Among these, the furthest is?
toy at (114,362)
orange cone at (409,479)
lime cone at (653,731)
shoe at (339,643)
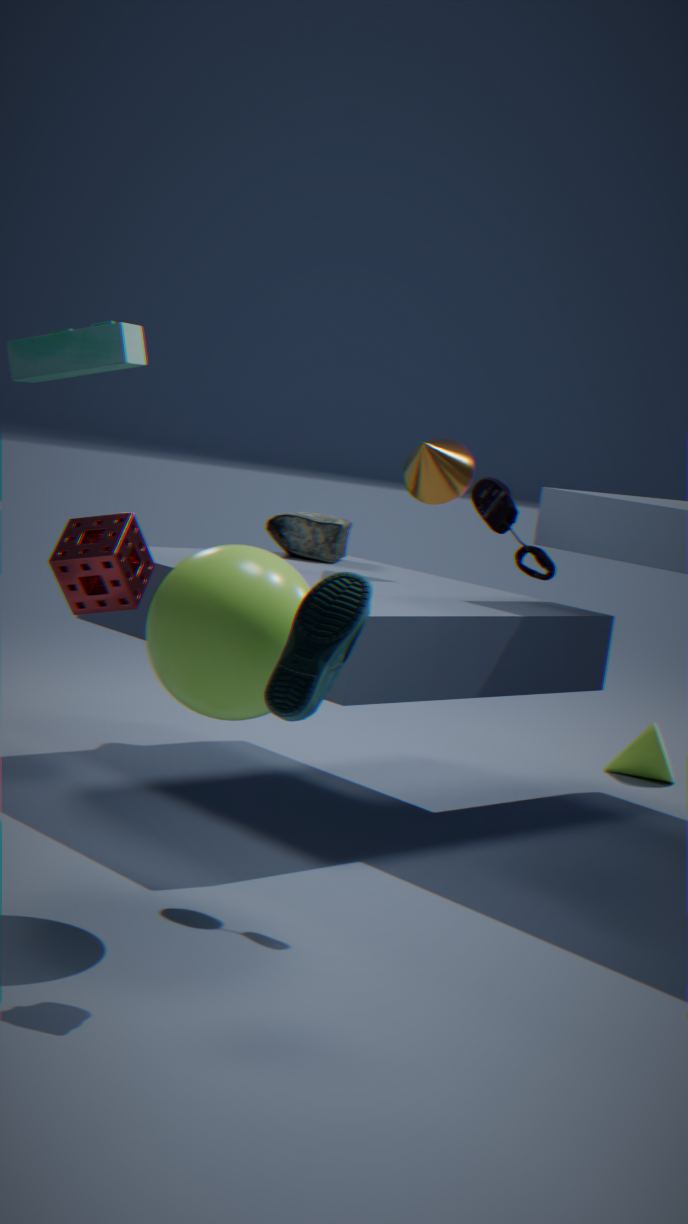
lime cone at (653,731)
